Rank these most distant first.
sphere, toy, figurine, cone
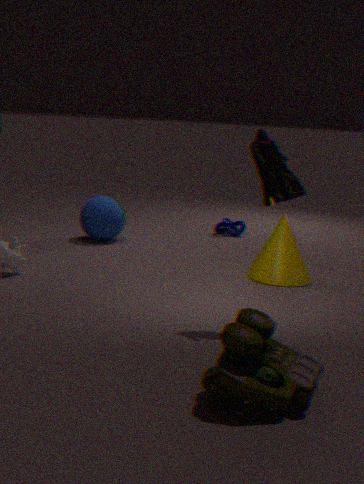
sphere < cone < figurine < toy
